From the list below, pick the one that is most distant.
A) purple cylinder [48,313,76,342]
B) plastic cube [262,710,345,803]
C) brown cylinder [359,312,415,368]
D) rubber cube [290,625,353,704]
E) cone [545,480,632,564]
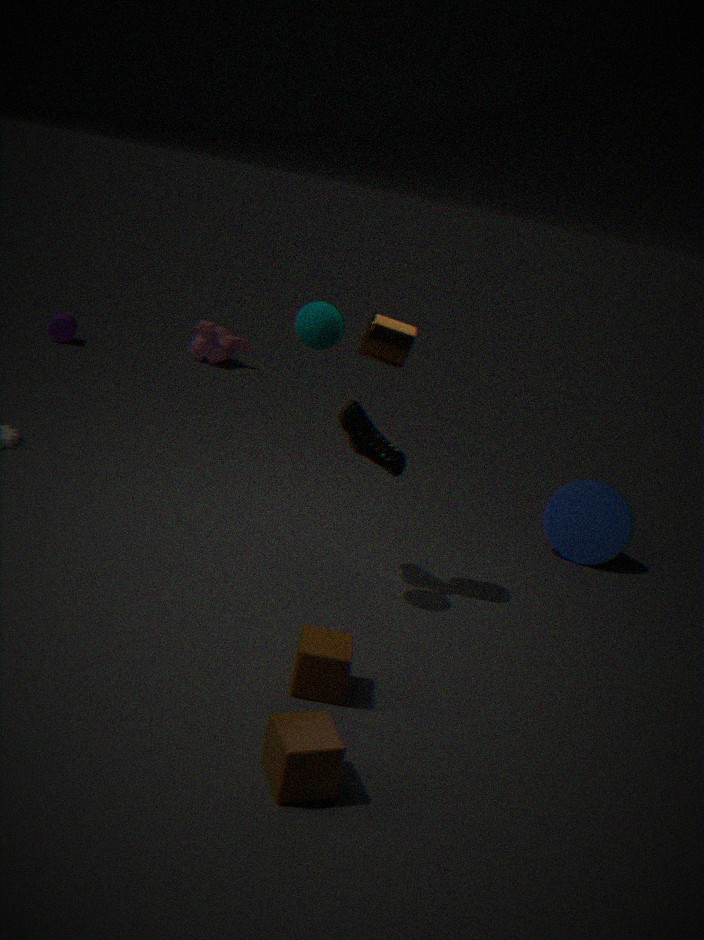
purple cylinder [48,313,76,342]
